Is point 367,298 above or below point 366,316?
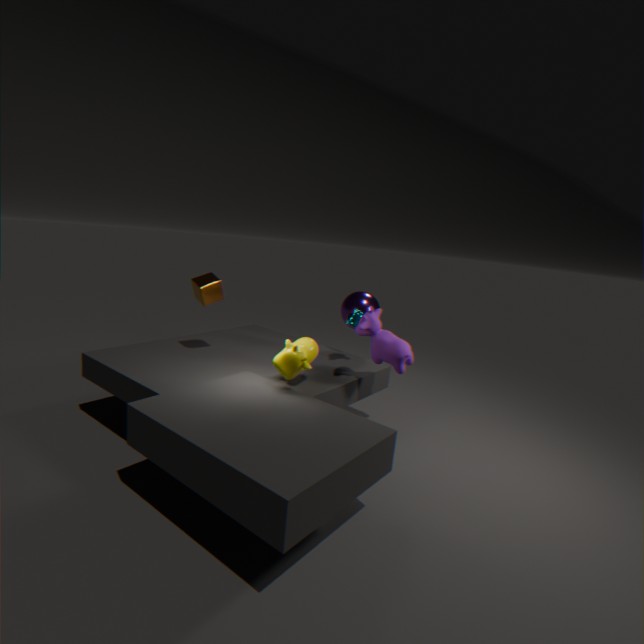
above
